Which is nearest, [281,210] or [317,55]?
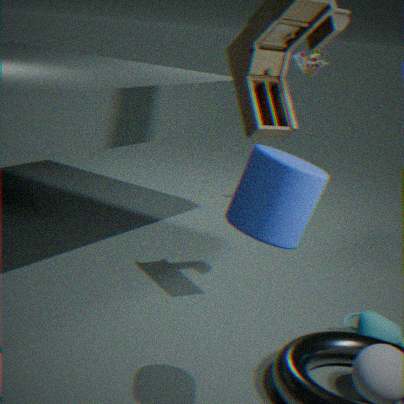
[281,210]
